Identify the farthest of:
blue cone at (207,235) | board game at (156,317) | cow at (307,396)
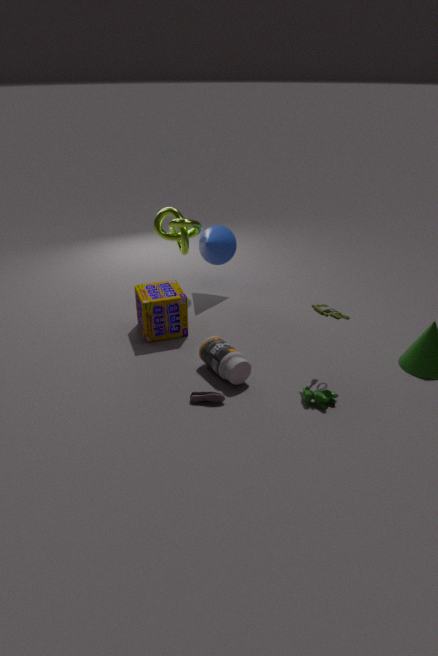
blue cone at (207,235)
